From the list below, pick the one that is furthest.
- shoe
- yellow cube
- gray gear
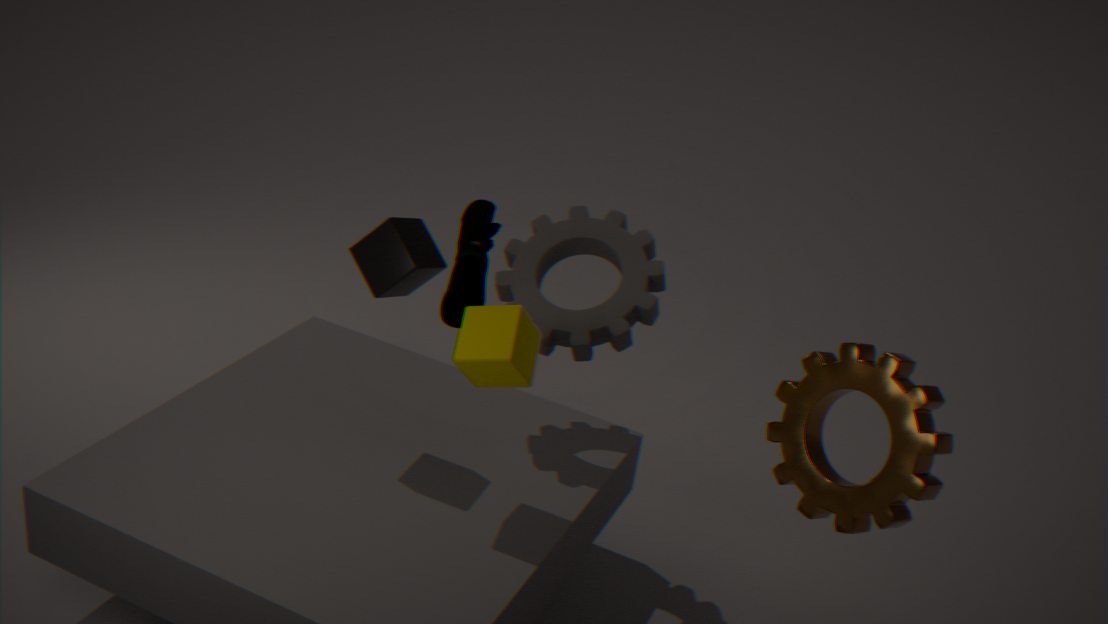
shoe
